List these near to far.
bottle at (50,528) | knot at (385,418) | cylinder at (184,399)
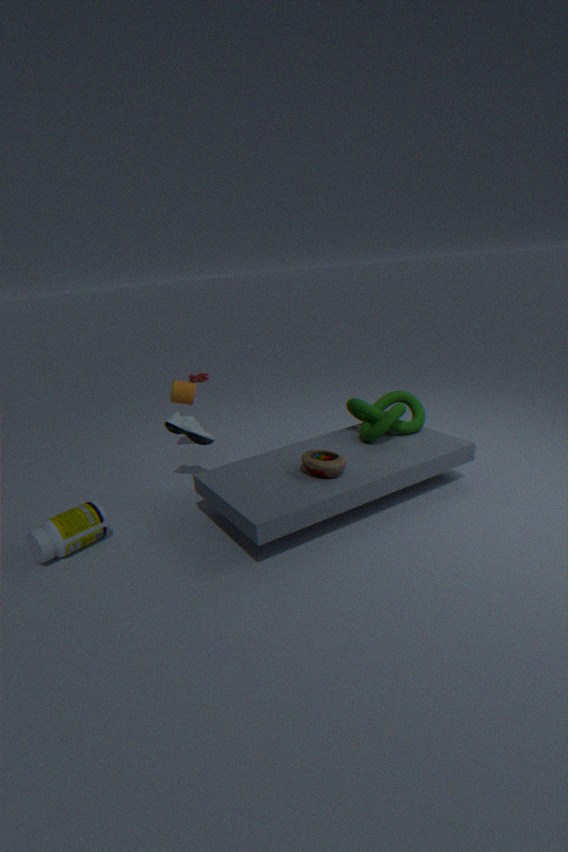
bottle at (50,528) < knot at (385,418) < cylinder at (184,399)
